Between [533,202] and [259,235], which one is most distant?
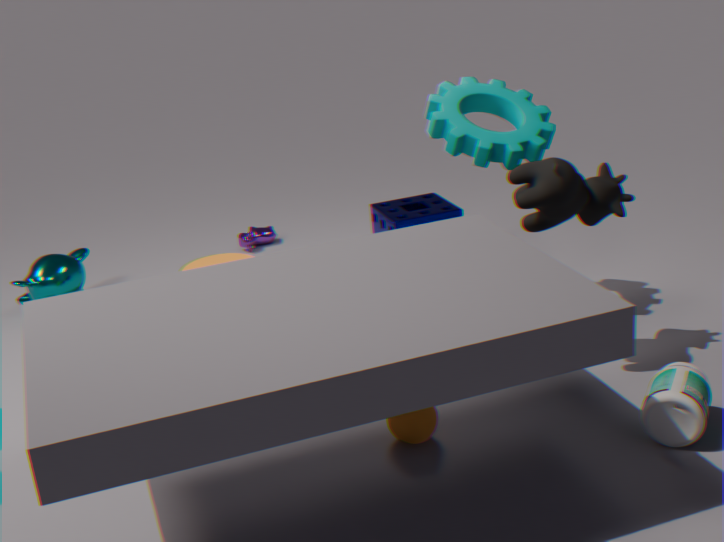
[259,235]
